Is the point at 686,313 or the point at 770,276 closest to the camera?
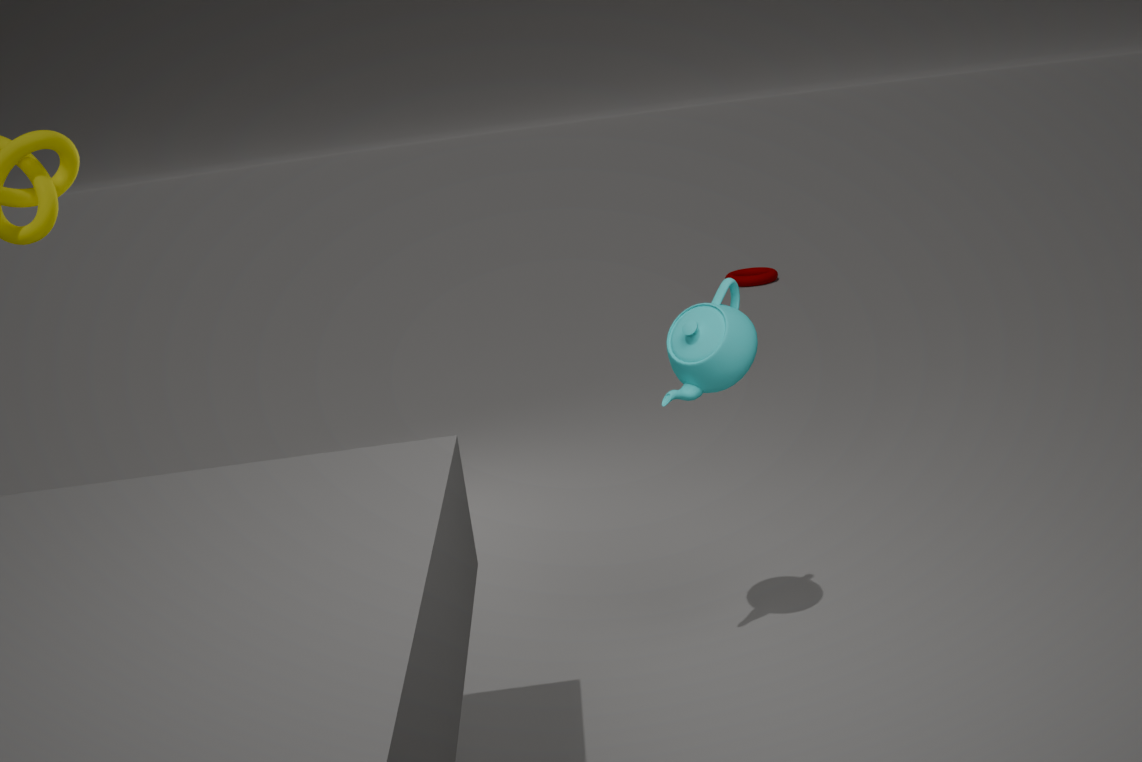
the point at 686,313
